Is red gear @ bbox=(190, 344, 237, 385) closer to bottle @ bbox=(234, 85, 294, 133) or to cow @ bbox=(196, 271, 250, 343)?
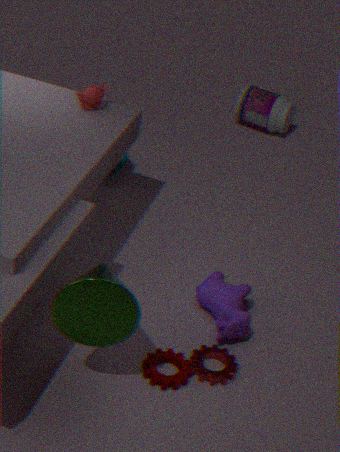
cow @ bbox=(196, 271, 250, 343)
